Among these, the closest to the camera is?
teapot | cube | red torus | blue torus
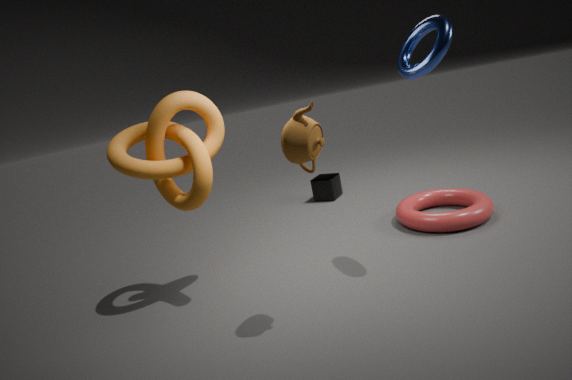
teapot
